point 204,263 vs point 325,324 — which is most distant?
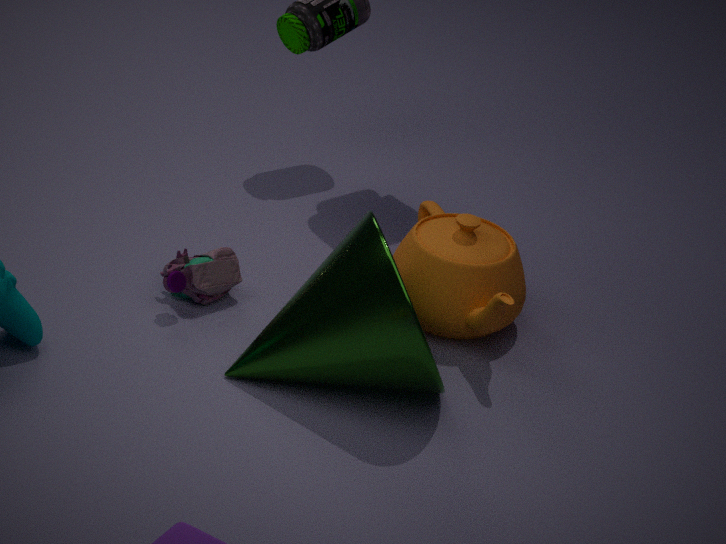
point 204,263
